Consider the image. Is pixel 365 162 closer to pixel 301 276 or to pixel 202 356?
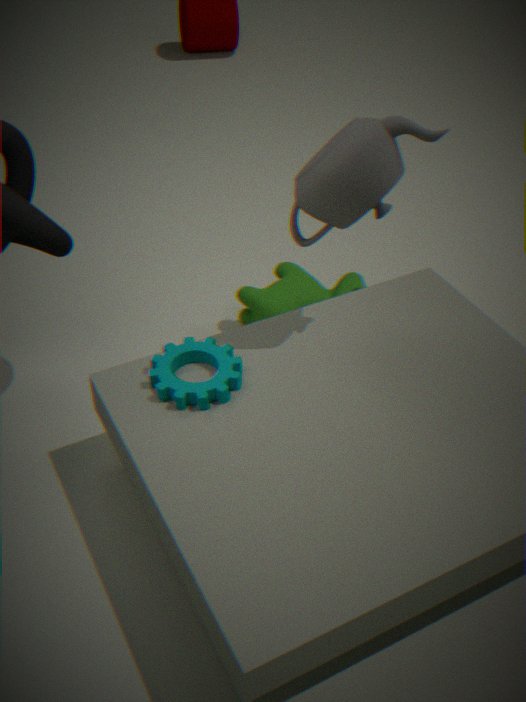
pixel 202 356
